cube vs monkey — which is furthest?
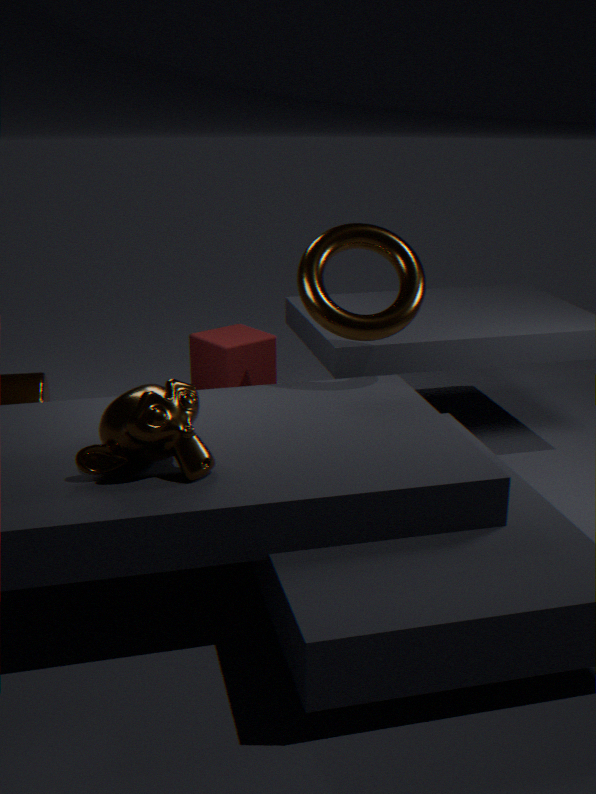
cube
